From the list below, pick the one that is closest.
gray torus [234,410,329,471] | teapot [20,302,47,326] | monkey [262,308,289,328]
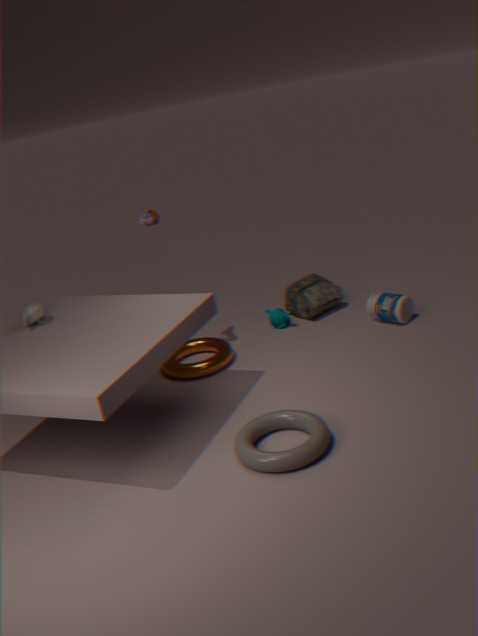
gray torus [234,410,329,471]
